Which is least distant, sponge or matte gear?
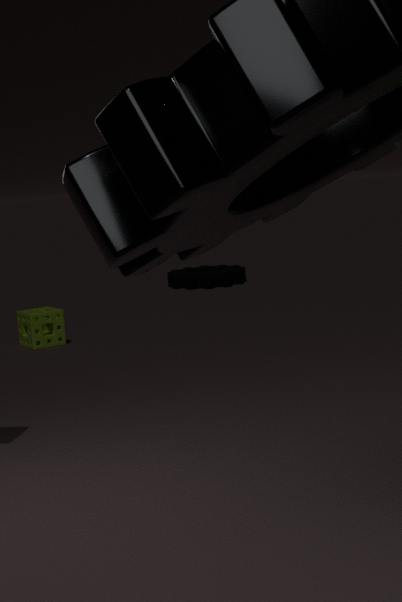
sponge
